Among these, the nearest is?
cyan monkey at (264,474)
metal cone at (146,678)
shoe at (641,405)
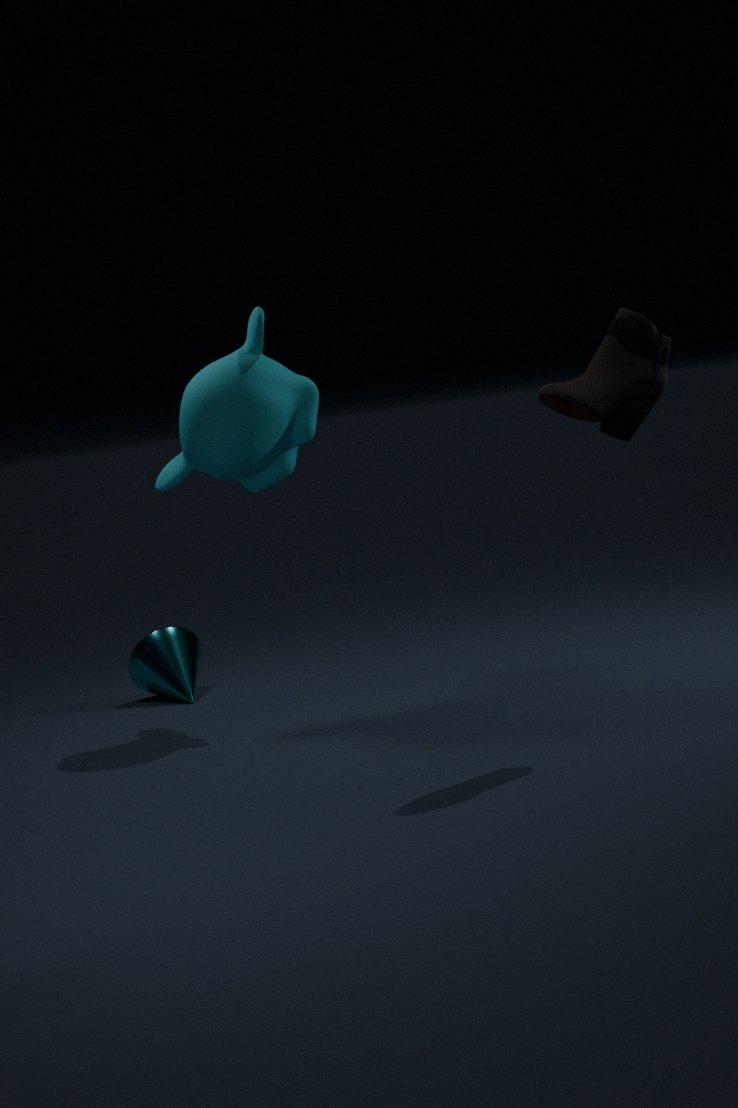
shoe at (641,405)
